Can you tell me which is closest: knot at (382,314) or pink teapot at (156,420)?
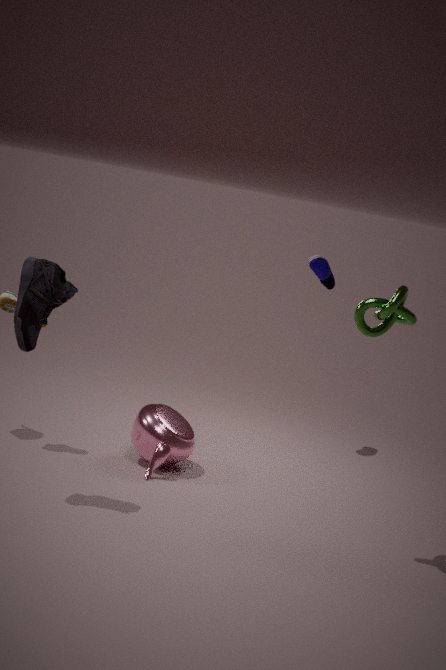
knot at (382,314)
